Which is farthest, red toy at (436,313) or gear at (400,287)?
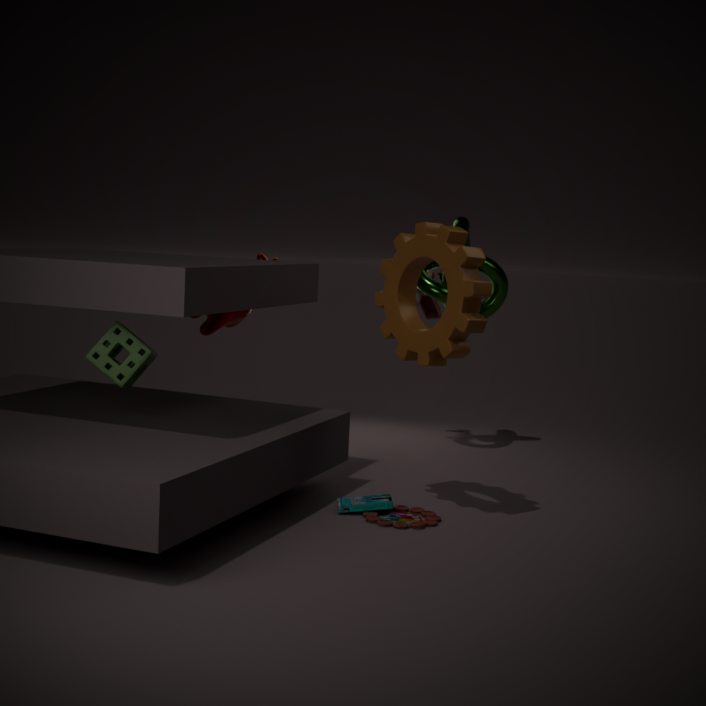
red toy at (436,313)
